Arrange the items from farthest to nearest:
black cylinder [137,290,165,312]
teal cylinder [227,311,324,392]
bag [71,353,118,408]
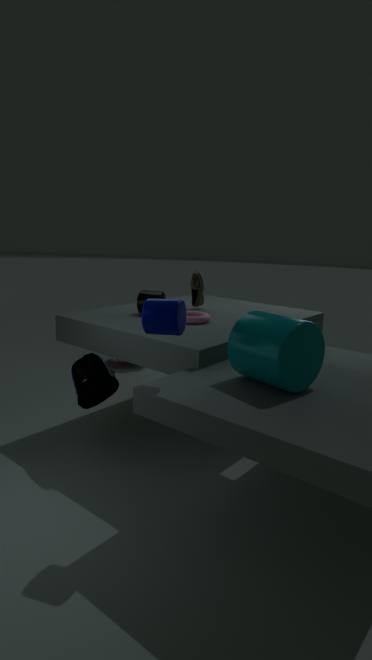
black cylinder [137,290,165,312] → bag [71,353,118,408] → teal cylinder [227,311,324,392]
